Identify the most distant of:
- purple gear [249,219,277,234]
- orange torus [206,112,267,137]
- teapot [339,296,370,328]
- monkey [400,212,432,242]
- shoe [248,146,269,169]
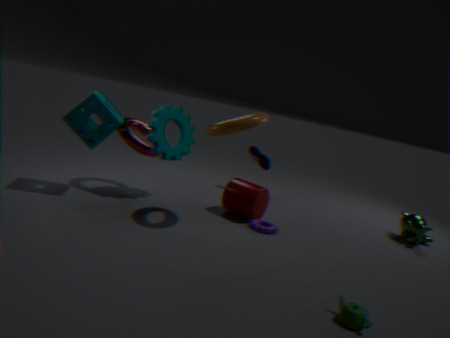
shoe [248,146,269,169]
